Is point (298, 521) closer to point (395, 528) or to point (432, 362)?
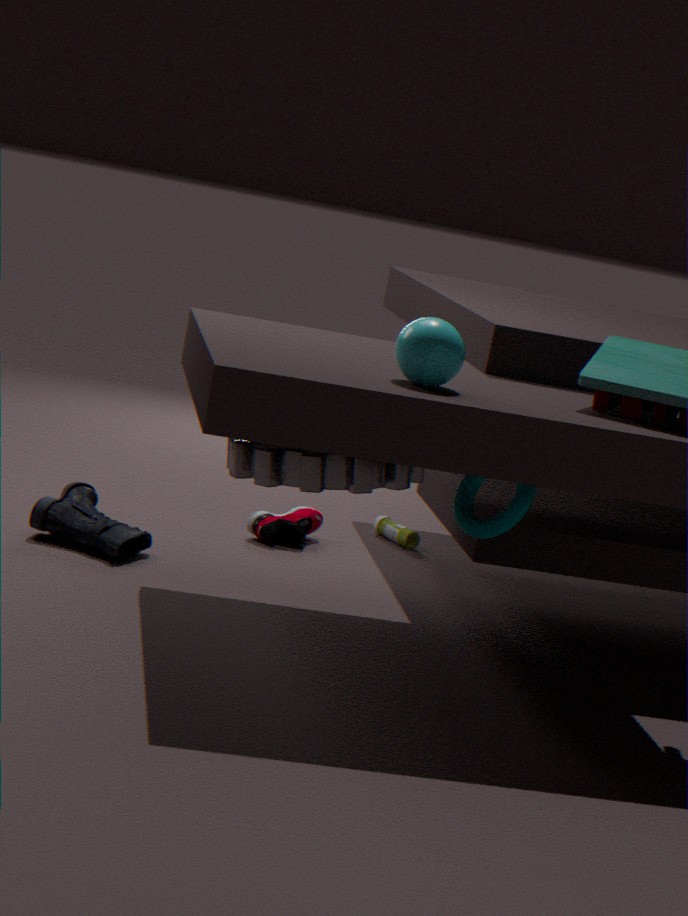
point (395, 528)
